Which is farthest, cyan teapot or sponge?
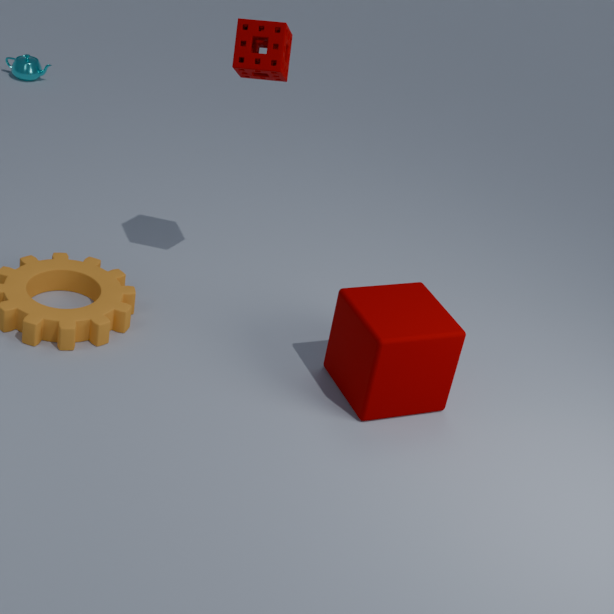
cyan teapot
